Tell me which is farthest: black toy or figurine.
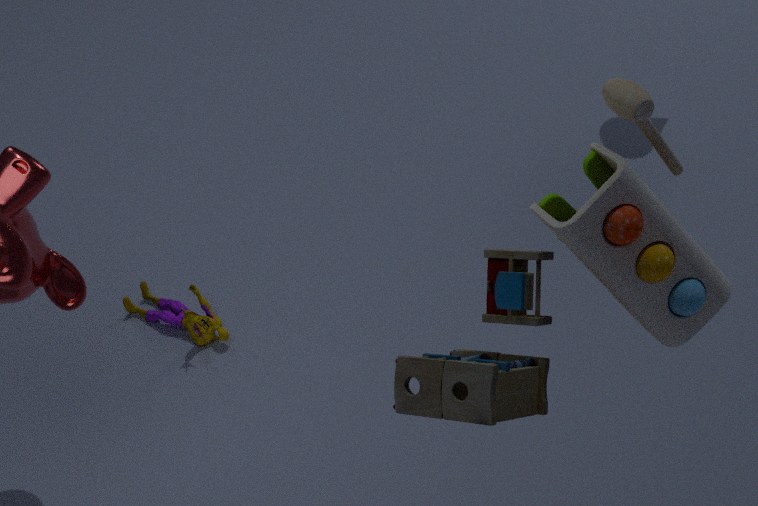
figurine
